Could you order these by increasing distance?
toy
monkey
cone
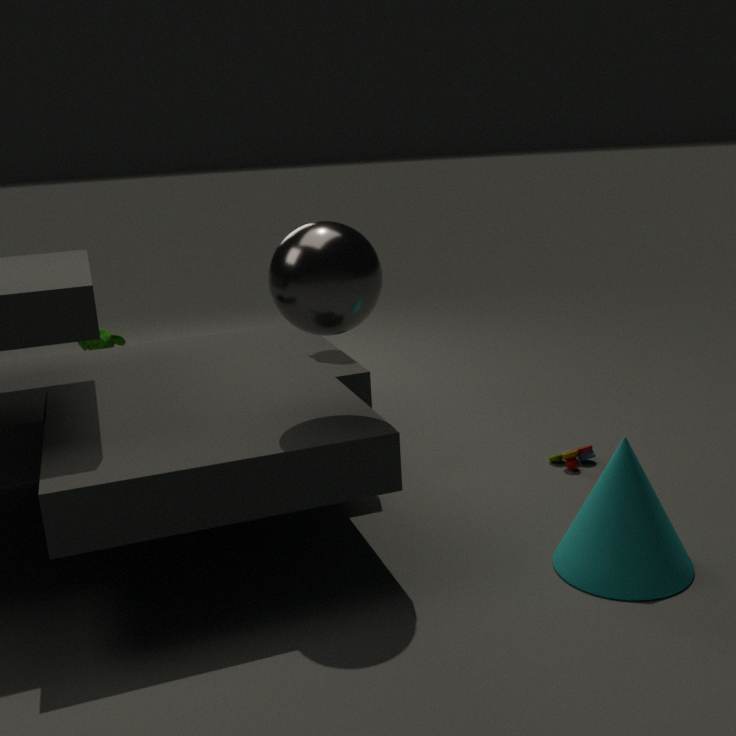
cone < toy < monkey
